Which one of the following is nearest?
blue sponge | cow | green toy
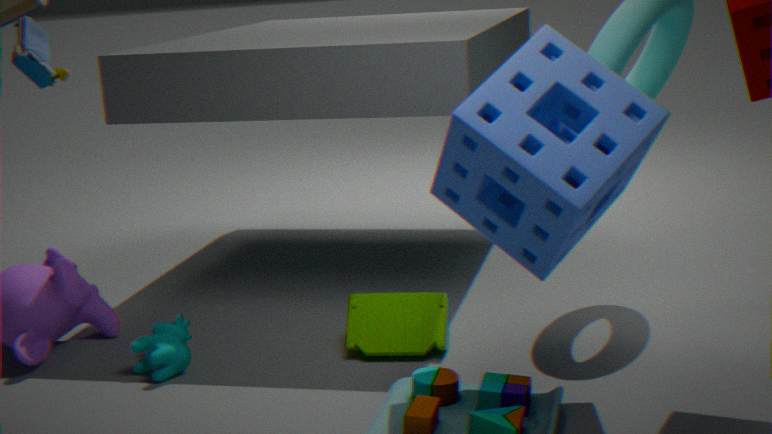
blue sponge
